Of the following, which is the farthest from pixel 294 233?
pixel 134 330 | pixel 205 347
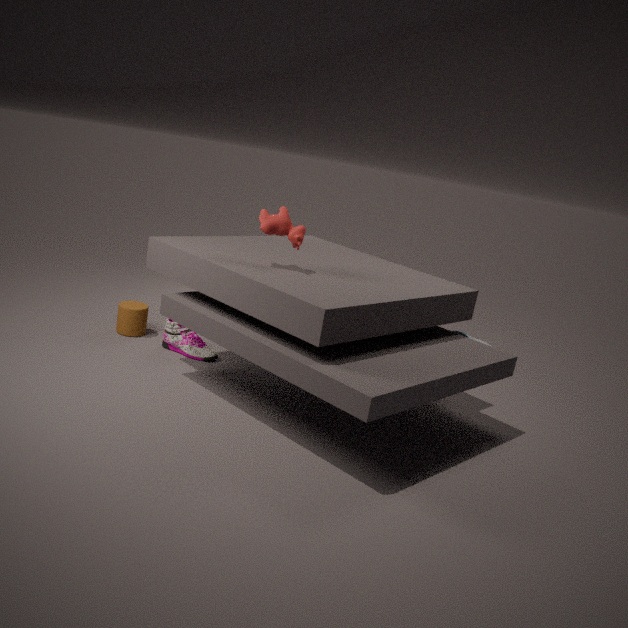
pixel 134 330
